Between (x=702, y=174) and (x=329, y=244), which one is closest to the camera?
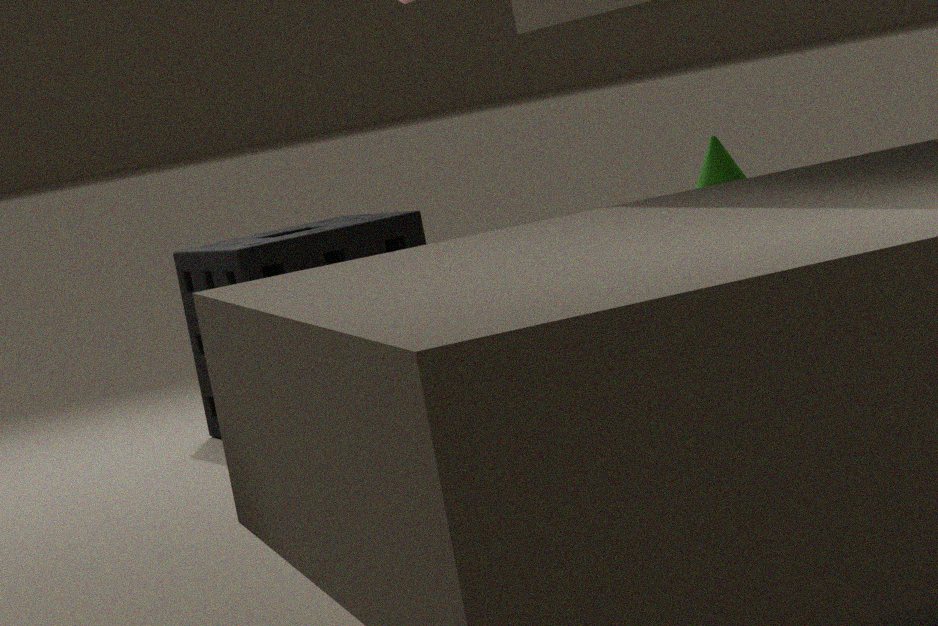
(x=702, y=174)
